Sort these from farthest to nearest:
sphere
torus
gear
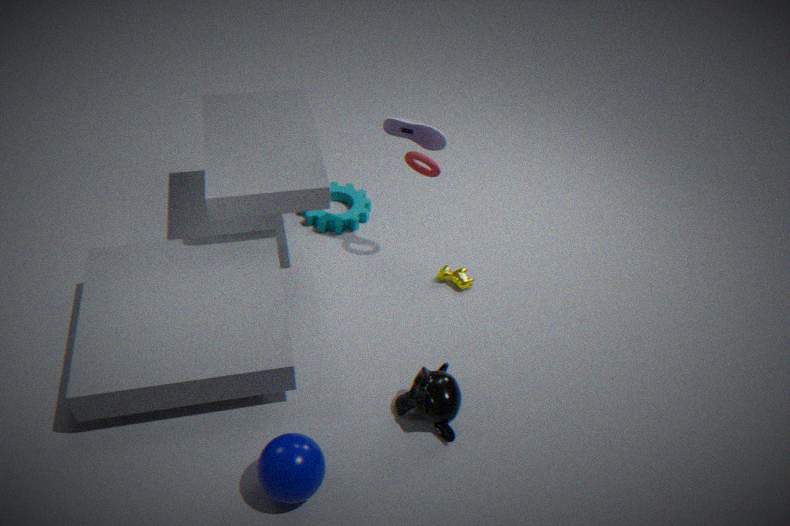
gear
torus
sphere
